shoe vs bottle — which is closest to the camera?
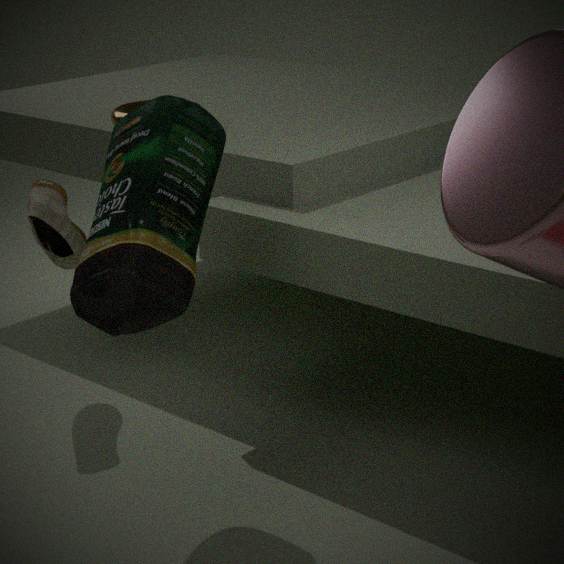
bottle
